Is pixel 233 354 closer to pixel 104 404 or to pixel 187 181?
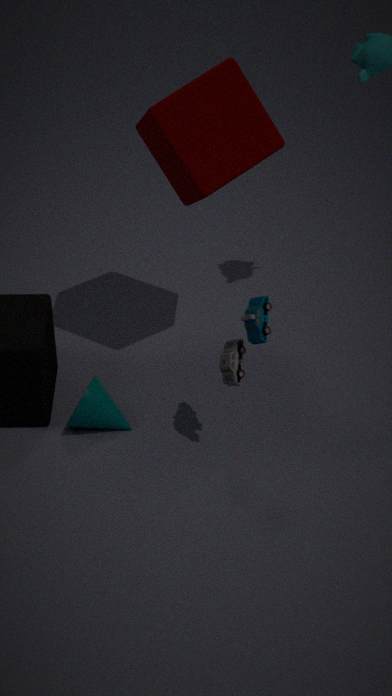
pixel 104 404
